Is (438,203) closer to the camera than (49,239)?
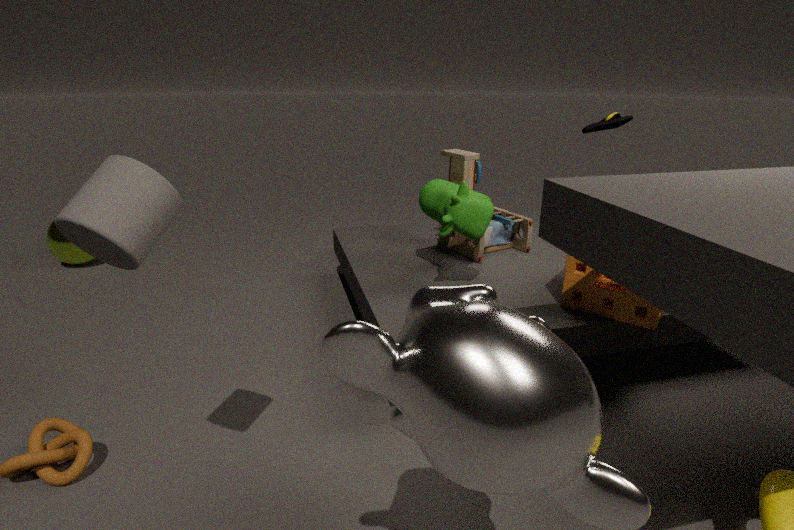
Yes
